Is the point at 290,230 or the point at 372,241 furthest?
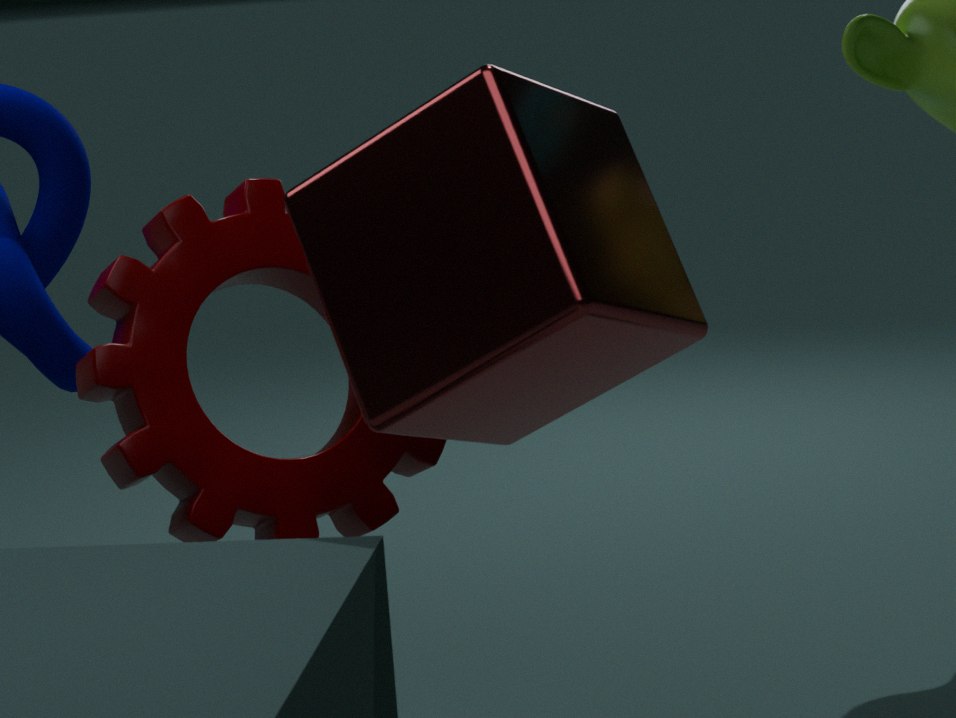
the point at 290,230
